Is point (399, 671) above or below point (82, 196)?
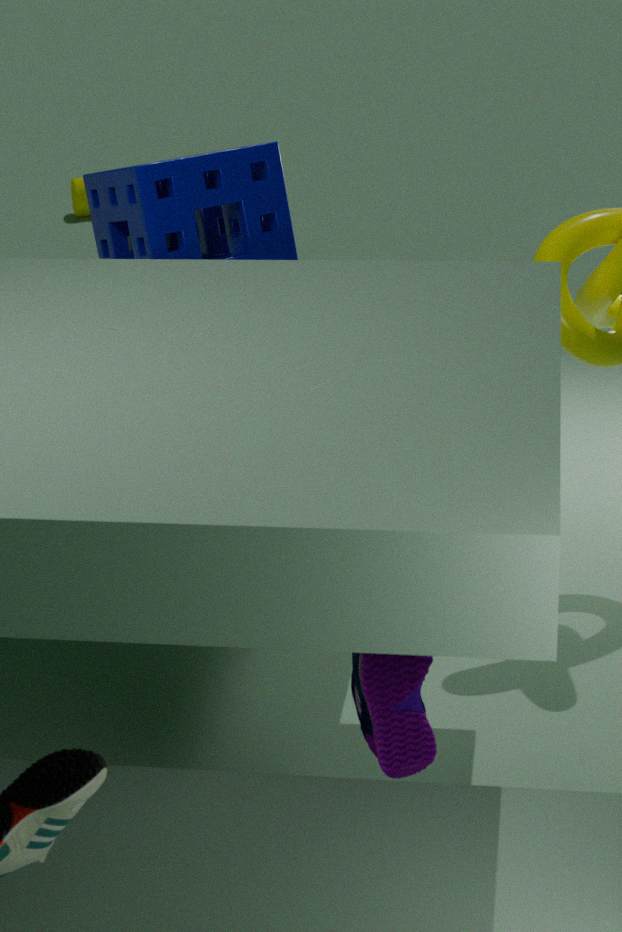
above
